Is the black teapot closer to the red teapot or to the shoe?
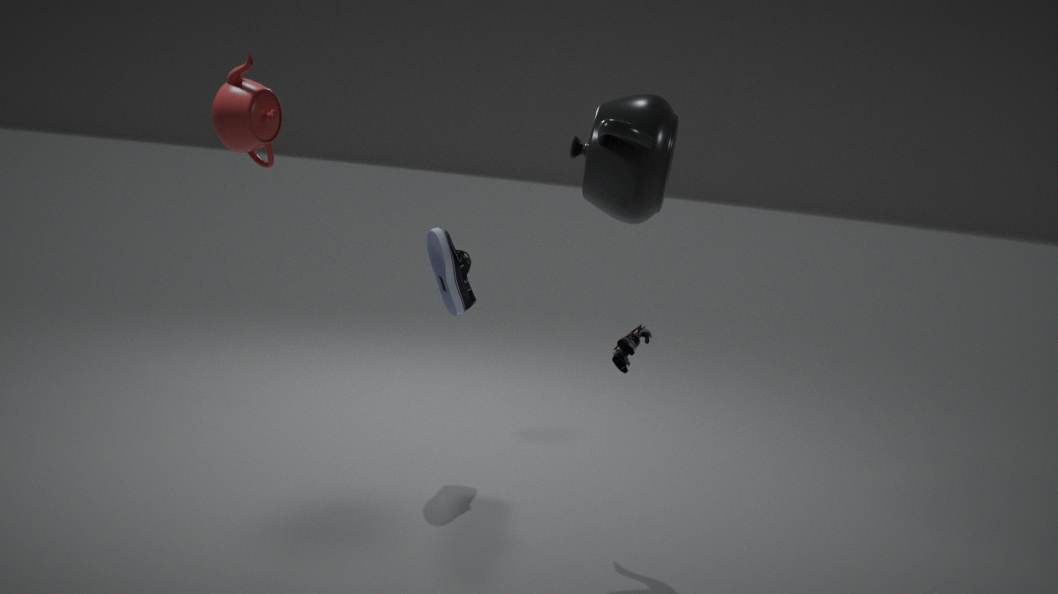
the shoe
